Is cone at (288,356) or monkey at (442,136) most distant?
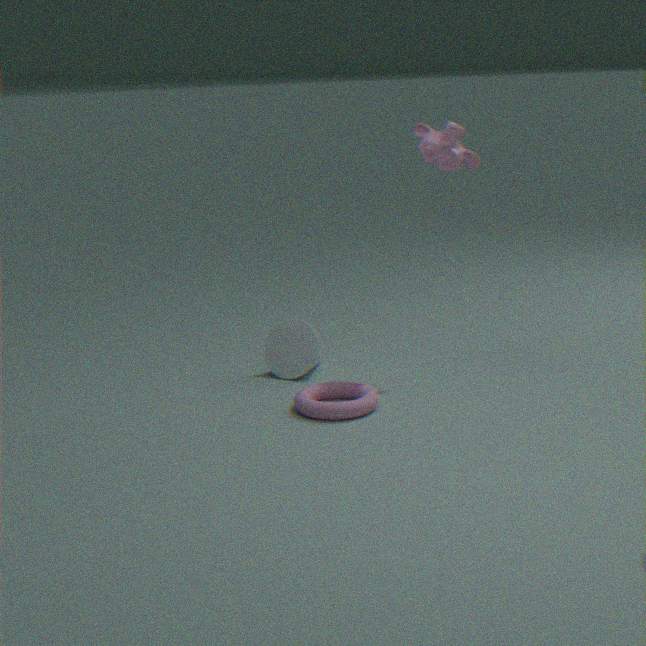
cone at (288,356)
